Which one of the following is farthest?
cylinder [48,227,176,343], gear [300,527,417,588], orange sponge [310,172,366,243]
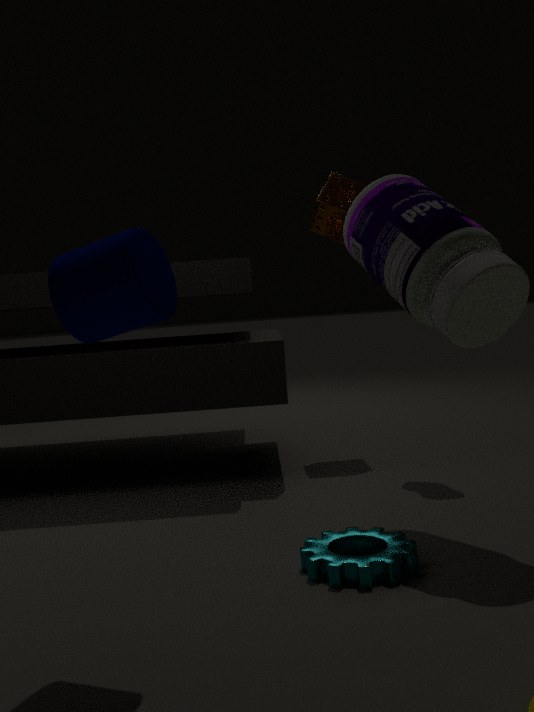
orange sponge [310,172,366,243]
